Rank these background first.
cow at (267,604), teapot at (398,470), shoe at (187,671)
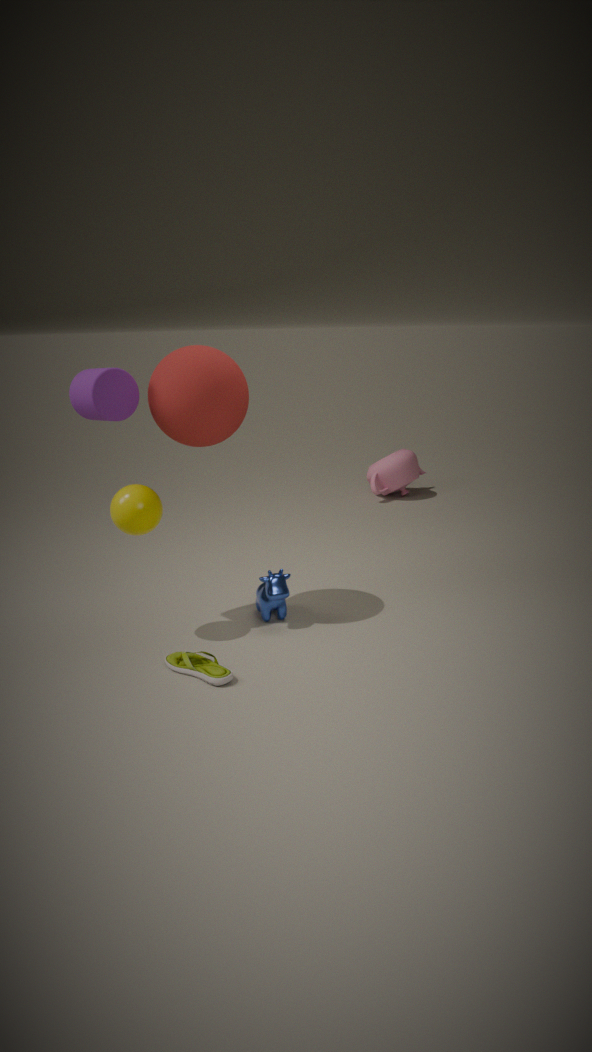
teapot at (398,470) → cow at (267,604) → shoe at (187,671)
